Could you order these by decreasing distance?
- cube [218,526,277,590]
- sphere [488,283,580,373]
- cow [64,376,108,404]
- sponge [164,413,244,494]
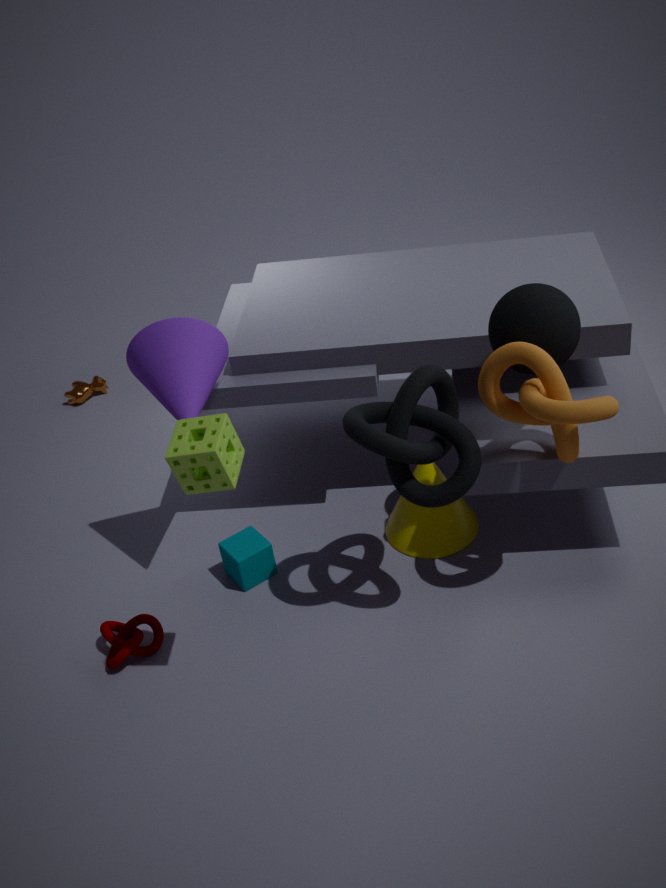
cow [64,376,108,404], cube [218,526,277,590], sphere [488,283,580,373], sponge [164,413,244,494]
